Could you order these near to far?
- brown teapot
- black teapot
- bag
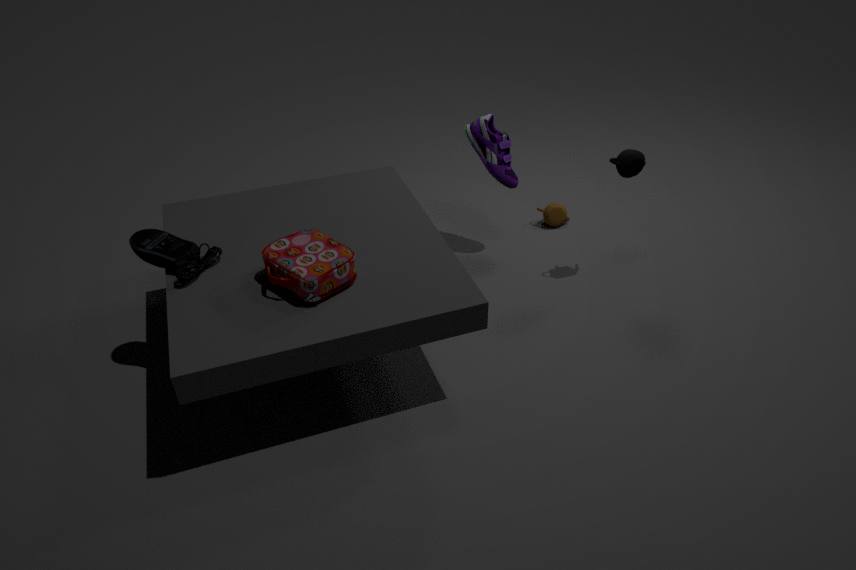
bag → black teapot → brown teapot
